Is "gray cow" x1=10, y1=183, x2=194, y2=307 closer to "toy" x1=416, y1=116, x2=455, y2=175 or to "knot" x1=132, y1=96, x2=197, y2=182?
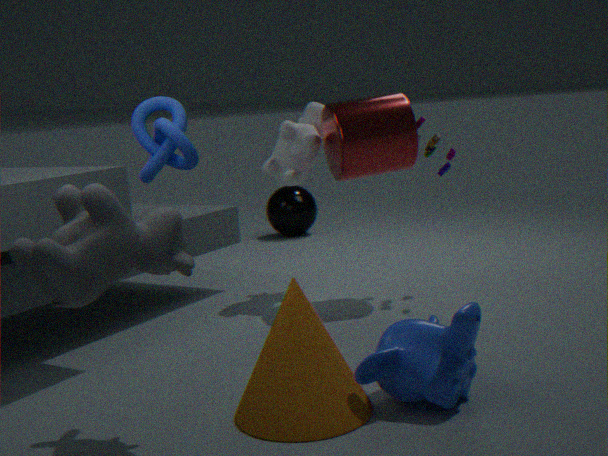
"knot" x1=132, y1=96, x2=197, y2=182
